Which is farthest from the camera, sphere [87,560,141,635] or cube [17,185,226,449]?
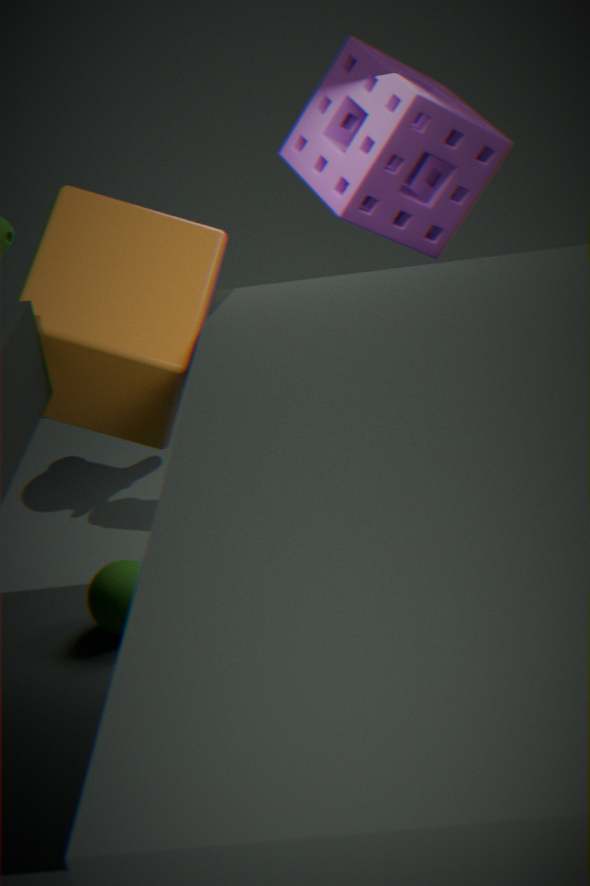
sphere [87,560,141,635]
